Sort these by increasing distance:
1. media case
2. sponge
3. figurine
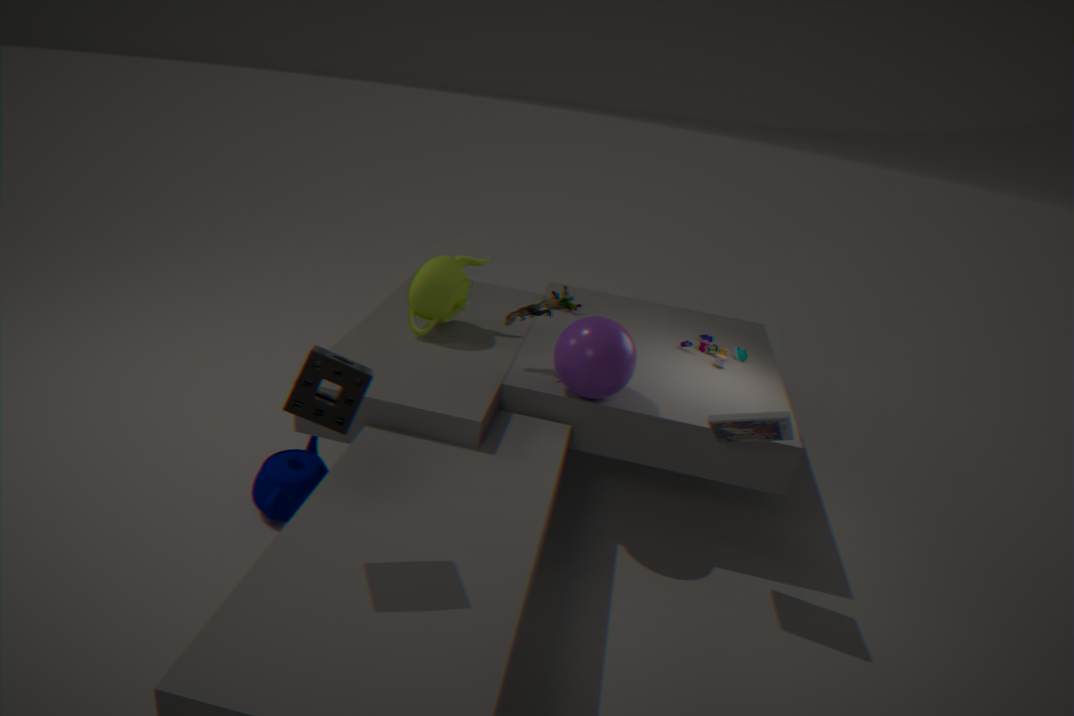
1. sponge
2. media case
3. figurine
